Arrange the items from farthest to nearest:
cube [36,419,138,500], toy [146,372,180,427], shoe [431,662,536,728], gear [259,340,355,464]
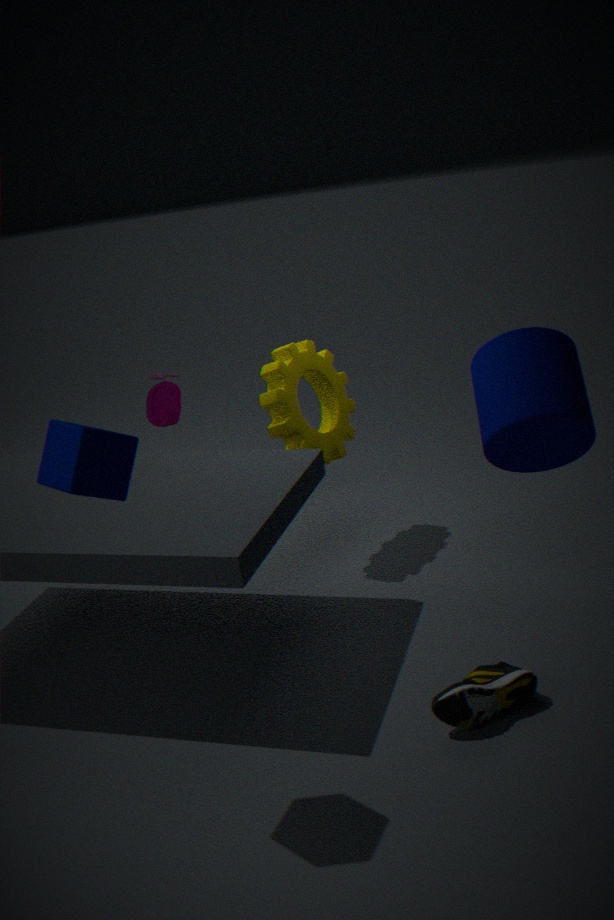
toy [146,372,180,427]
gear [259,340,355,464]
shoe [431,662,536,728]
cube [36,419,138,500]
